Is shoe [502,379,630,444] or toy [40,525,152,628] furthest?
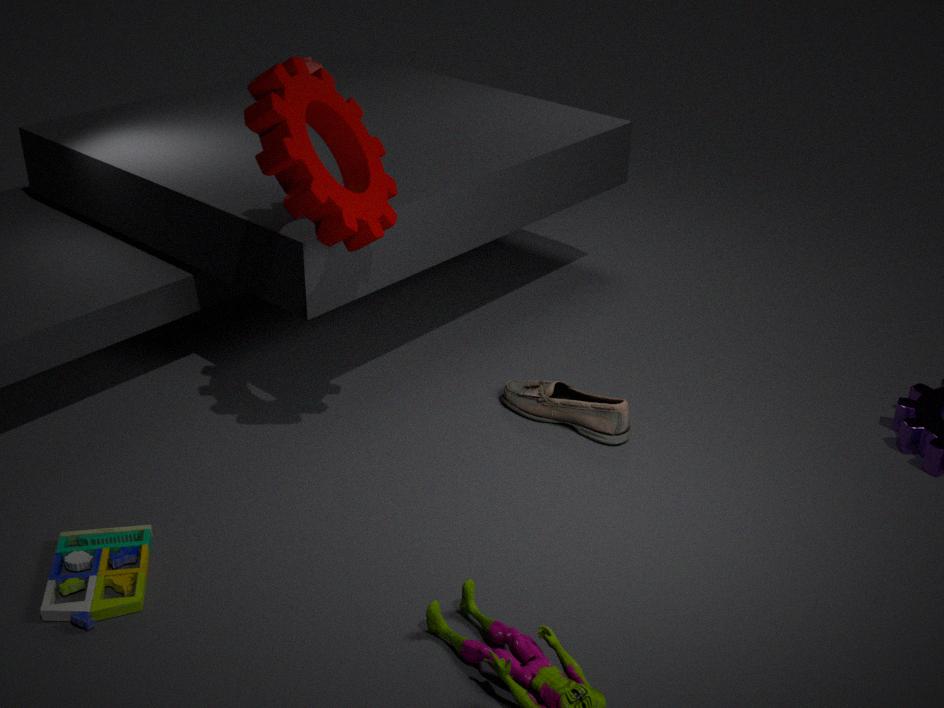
shoe [502,379,630,444]
